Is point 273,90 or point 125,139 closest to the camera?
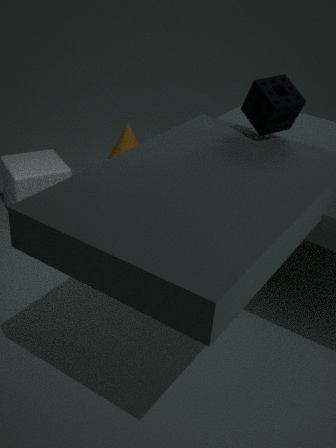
point 273,90
